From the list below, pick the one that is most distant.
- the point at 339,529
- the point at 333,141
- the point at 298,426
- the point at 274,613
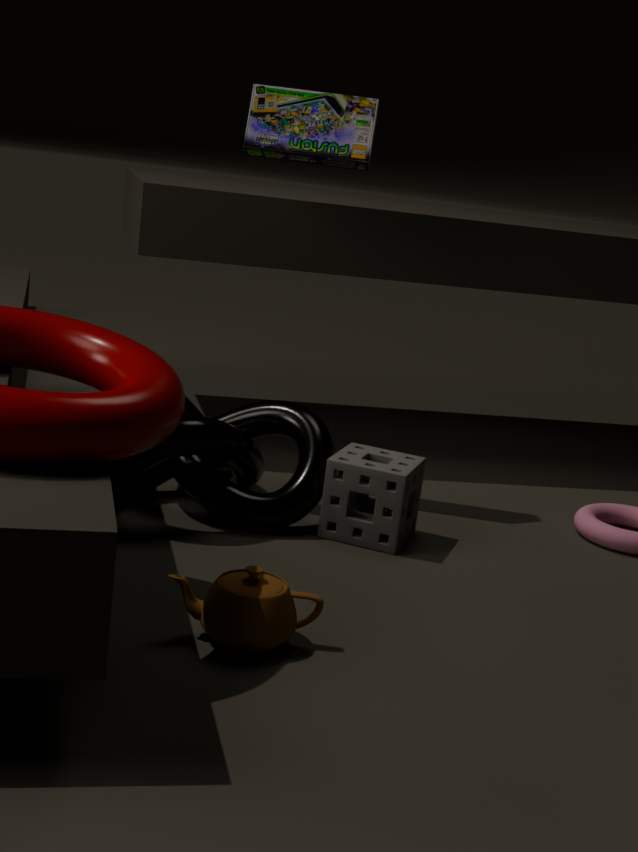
the point at 333,141
